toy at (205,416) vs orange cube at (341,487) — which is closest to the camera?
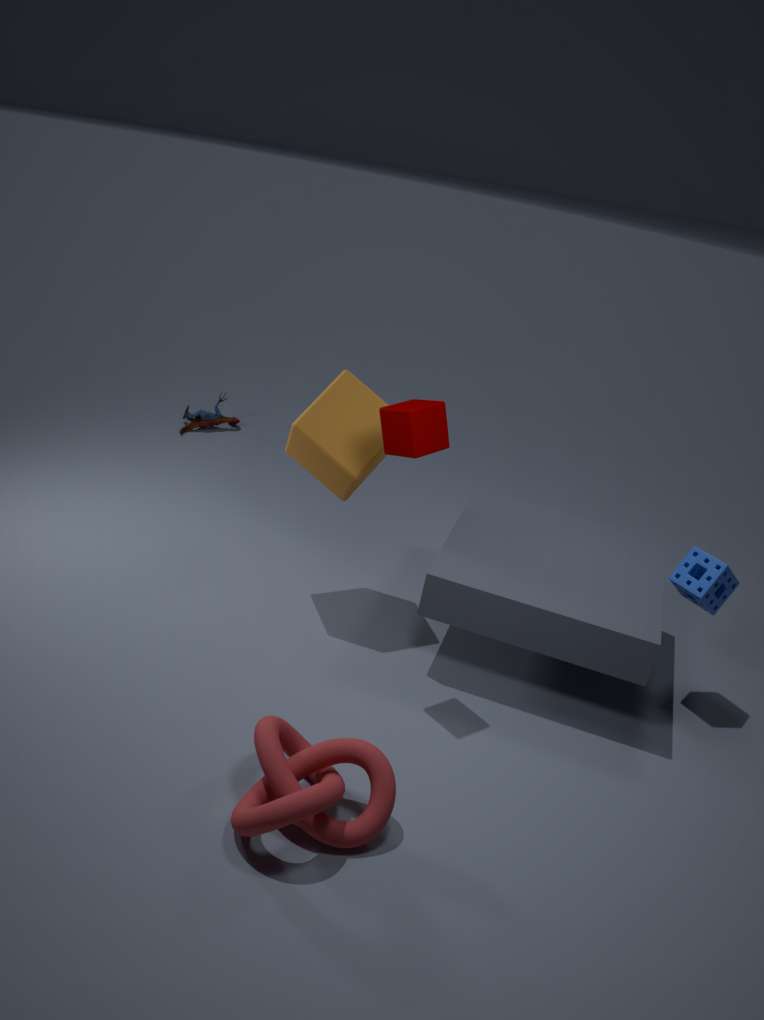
orange cube at (341,487)
